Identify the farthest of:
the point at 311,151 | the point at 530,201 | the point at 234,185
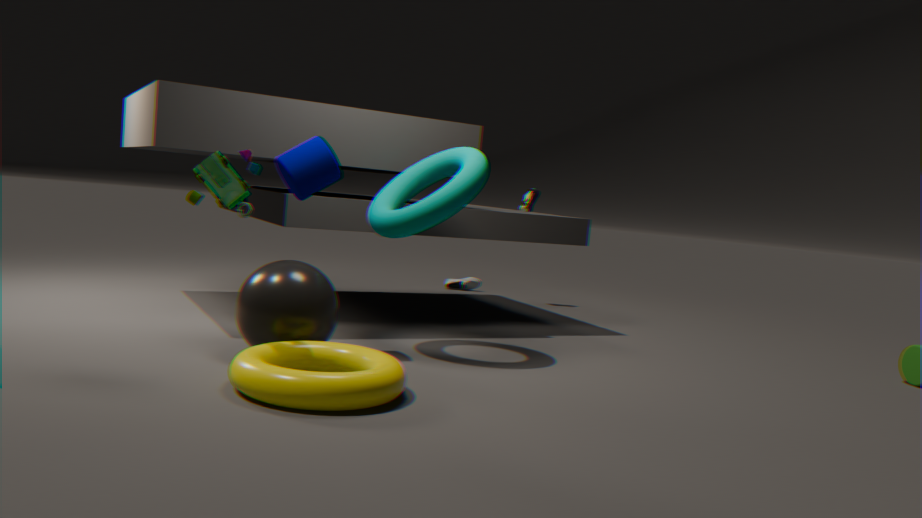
the point at 530,201
